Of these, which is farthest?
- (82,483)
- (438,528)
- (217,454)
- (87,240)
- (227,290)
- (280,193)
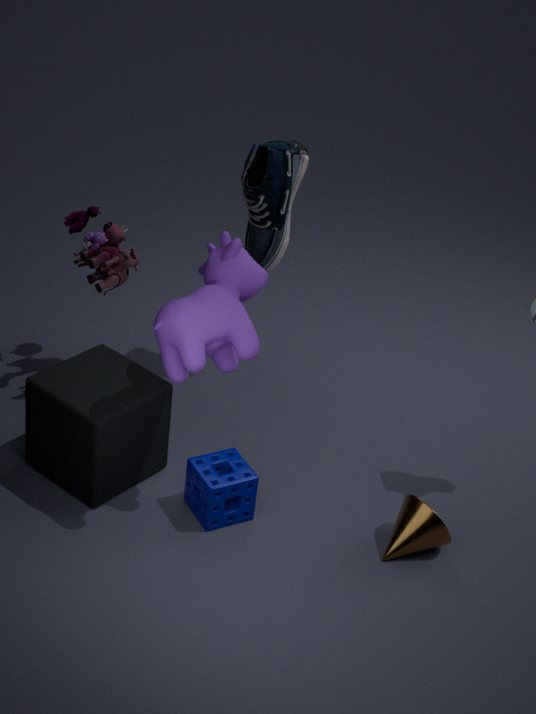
(280,193)
